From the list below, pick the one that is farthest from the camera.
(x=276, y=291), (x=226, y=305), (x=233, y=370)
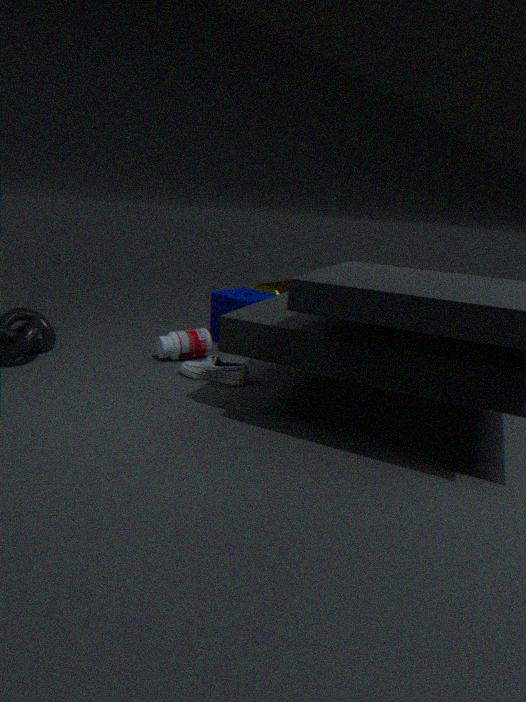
(x=276, y=291)
